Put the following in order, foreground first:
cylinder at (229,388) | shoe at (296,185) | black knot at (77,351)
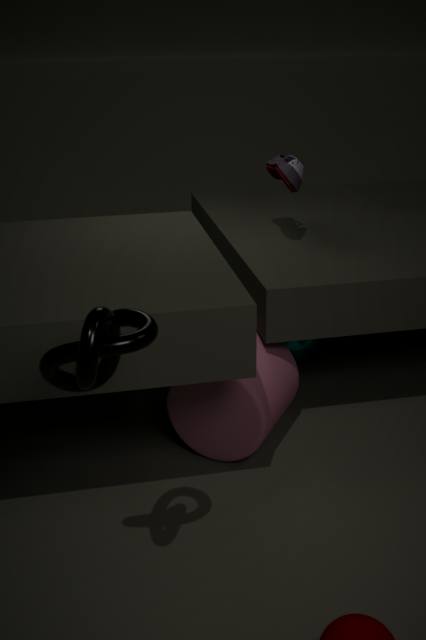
black knot at (77,351), cylinder at (229,388), shoe at (296,185)
